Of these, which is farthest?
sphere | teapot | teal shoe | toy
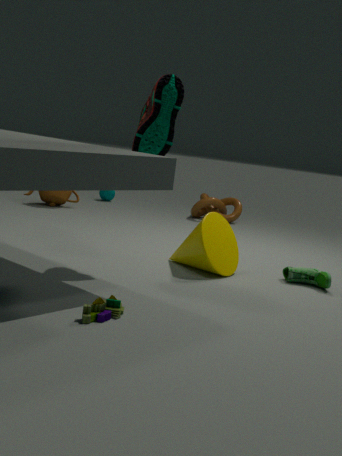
sphere
